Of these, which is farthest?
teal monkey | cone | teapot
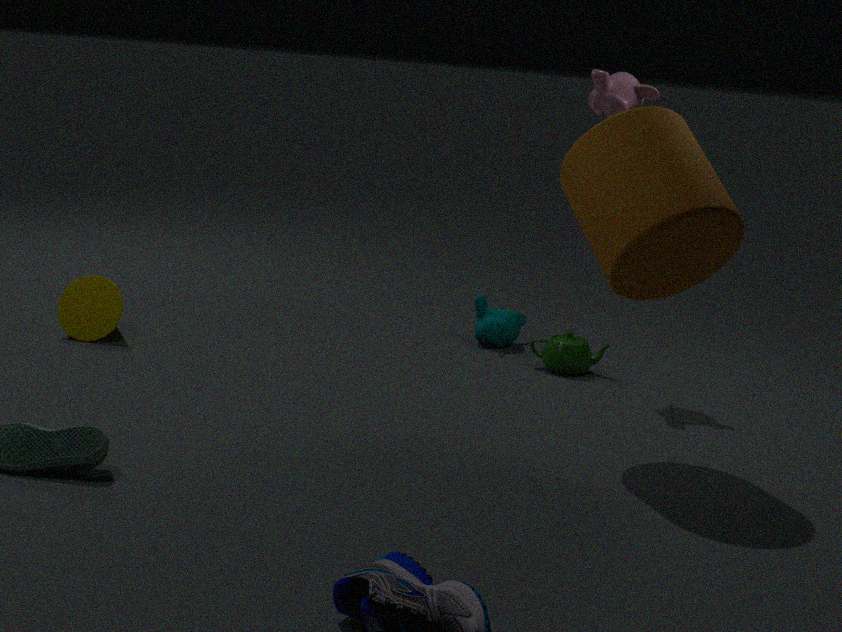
teal monkey
